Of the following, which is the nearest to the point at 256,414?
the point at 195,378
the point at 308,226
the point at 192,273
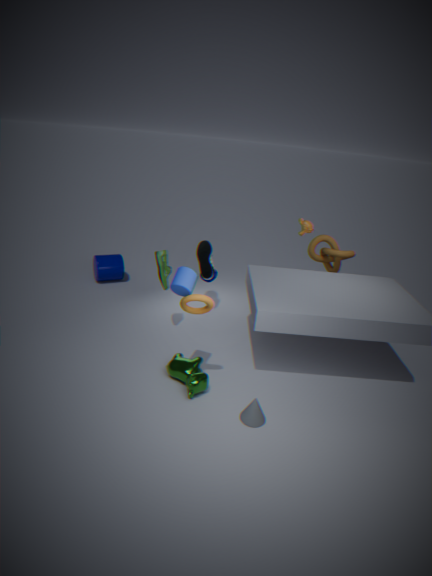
the point at 195,378
